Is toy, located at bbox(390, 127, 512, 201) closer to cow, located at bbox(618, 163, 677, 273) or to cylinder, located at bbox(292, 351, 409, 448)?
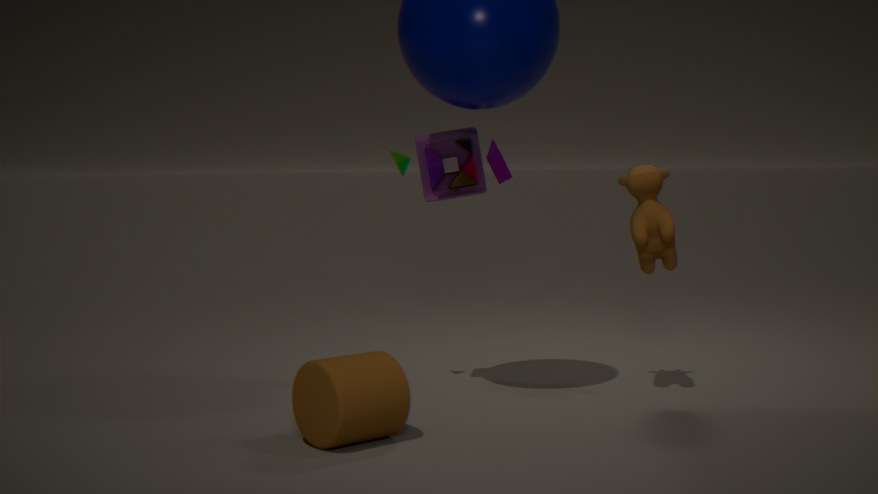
cow, located at bbox(618, 163, 677, 273)
